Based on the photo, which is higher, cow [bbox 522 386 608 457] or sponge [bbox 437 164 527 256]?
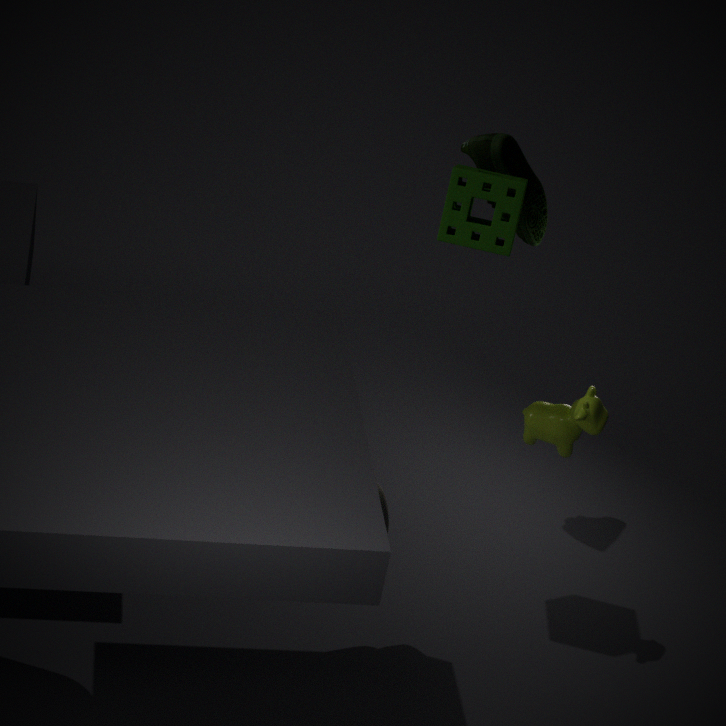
sponge [bbox 437 164 527 256]
